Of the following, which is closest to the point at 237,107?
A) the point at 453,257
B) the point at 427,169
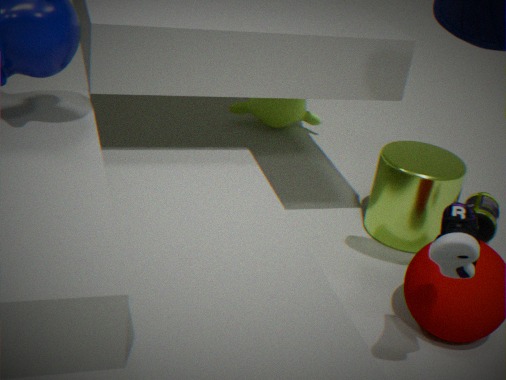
the point at 427,169
